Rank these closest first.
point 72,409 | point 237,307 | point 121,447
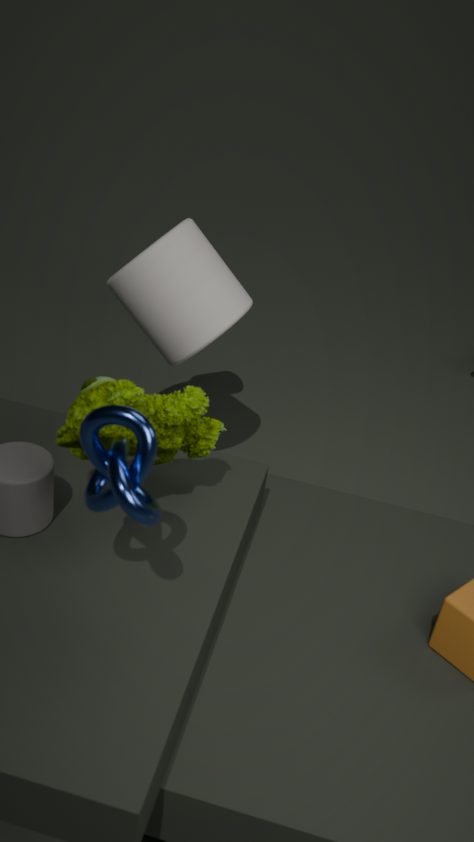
point 121,447
point 72,409
point 237,307
